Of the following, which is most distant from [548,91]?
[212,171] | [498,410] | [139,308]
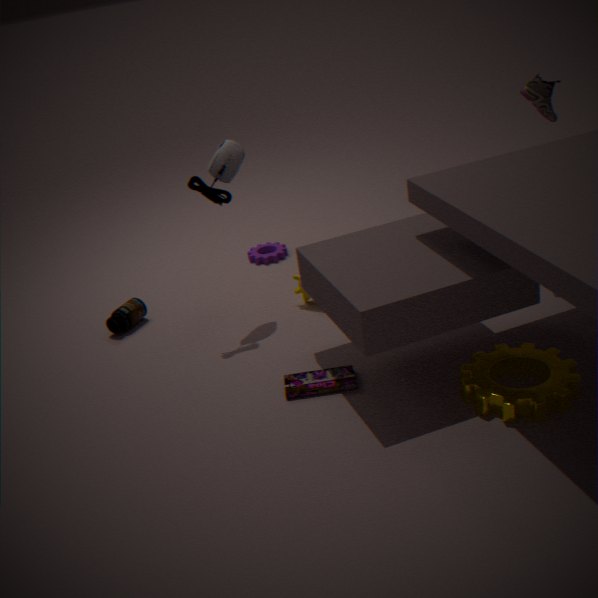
[139,308]
